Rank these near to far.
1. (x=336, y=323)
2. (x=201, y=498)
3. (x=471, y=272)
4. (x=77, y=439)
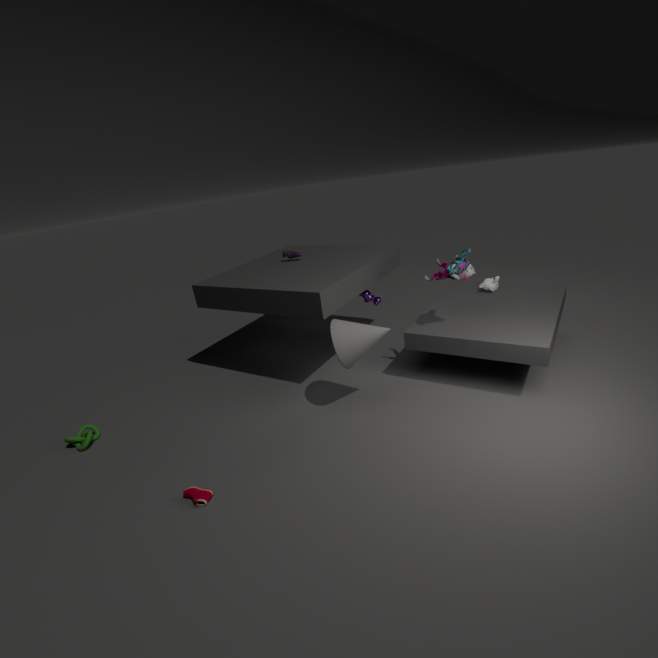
(x=201, y=498) < (x=336, y=323) < (x=471, y=272) < (x=77, y=439)
